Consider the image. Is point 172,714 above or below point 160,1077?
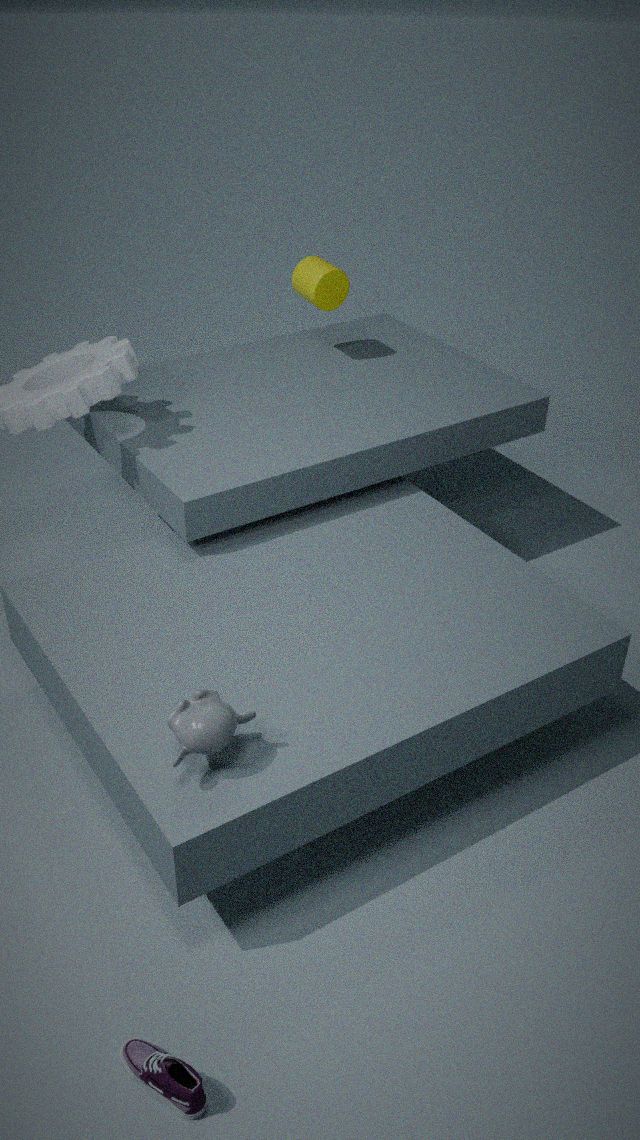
above
